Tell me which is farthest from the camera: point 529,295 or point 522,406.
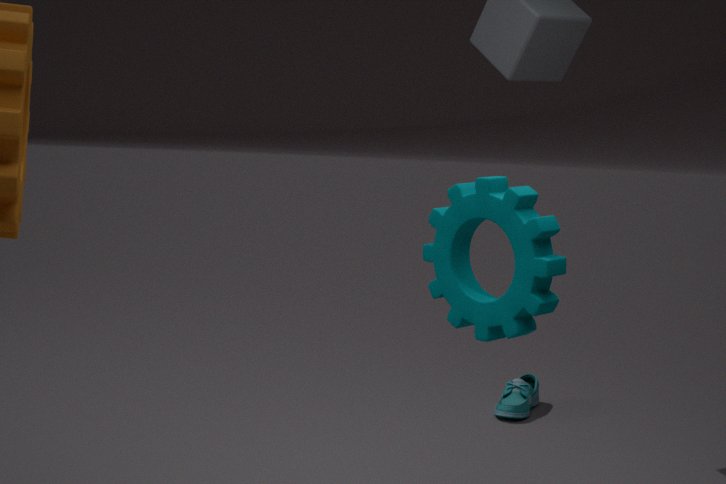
point 522,406
